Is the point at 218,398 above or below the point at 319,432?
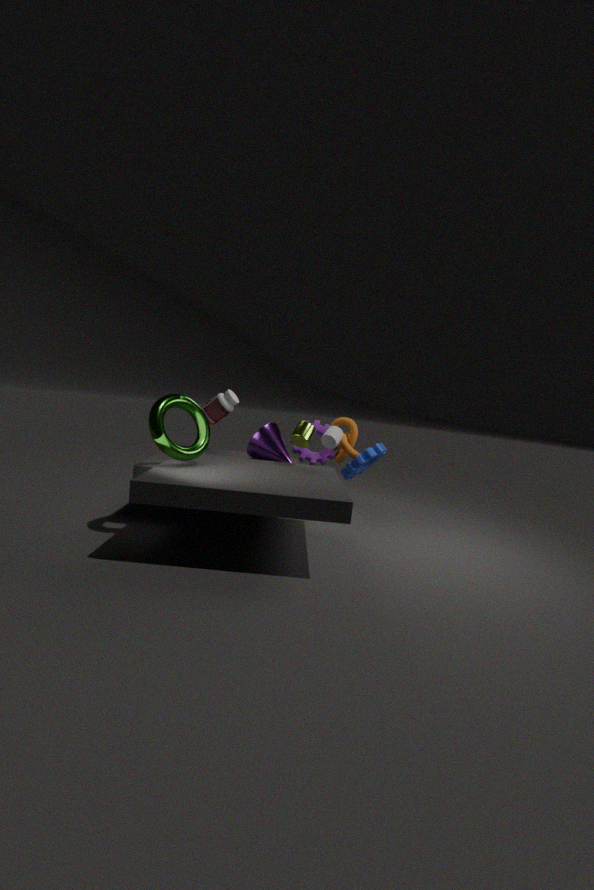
above
